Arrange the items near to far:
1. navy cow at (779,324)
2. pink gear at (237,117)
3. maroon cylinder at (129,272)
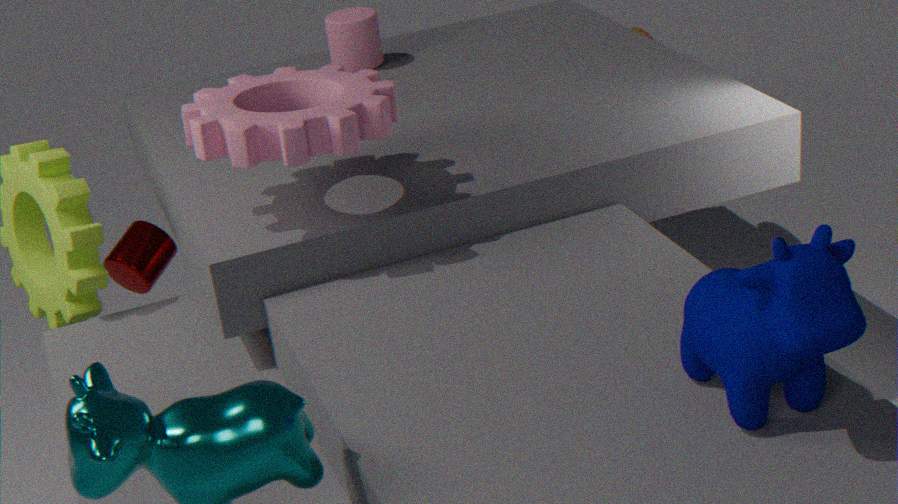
navy cow at (779,324) < pink gear at (237,117) < maroon cylinder at (129,272)
